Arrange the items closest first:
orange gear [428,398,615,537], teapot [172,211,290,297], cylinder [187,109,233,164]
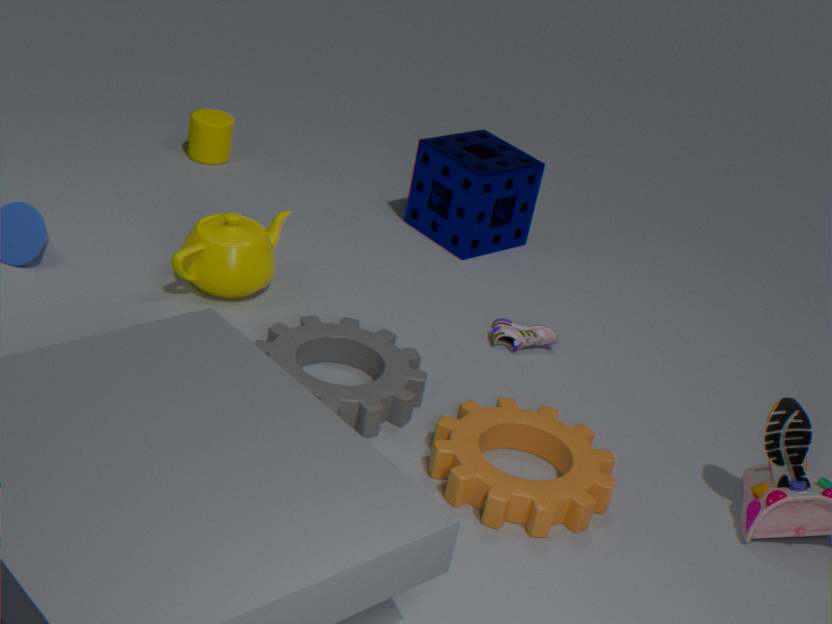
orange gear [428,398,615,537], teapot [172,211,290,297], cylinder [187,109,233,164]
